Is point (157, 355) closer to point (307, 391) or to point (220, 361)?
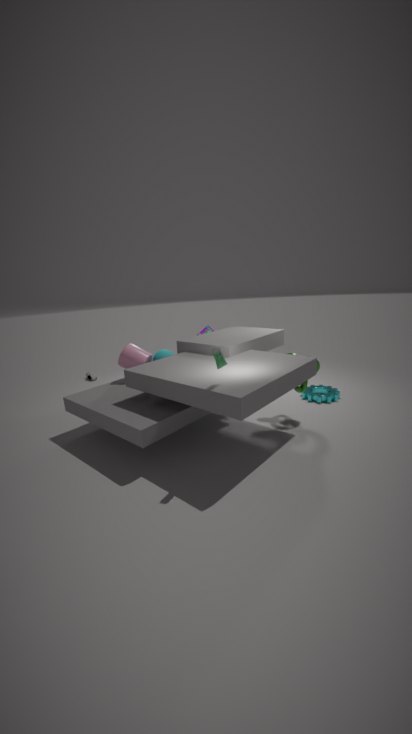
point (220, 361)
